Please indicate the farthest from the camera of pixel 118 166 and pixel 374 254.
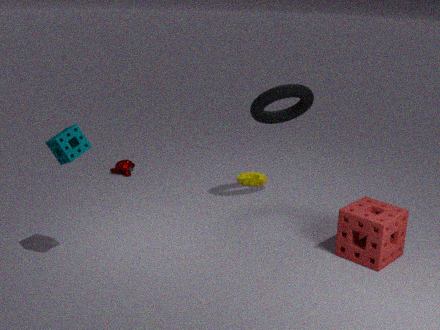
pixel 118 166
